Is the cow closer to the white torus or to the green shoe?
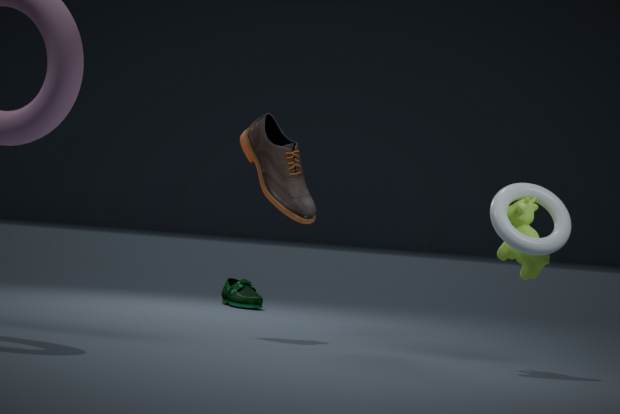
the white torus
